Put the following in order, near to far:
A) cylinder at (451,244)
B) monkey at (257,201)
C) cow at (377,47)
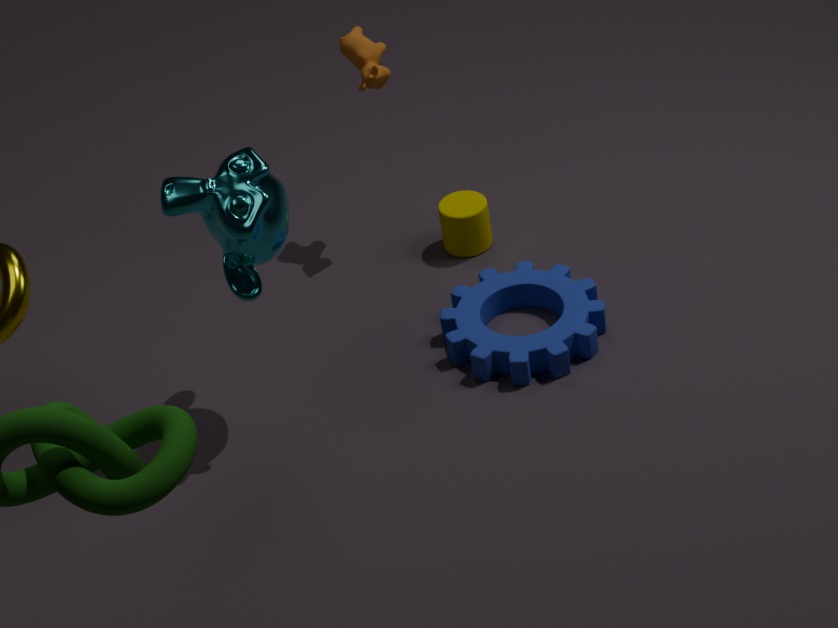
monkey at (257,201) < cow at (377,47) < cylinder at (451,244)
